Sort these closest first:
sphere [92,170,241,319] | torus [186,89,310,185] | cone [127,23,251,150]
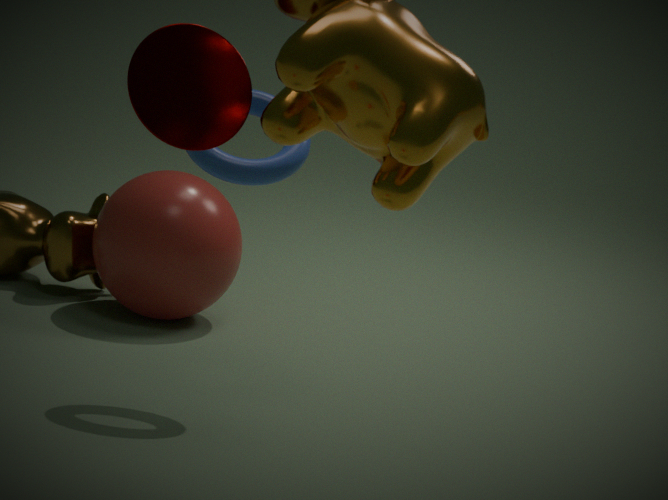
cone [127,23,251,150]
torus [186,89,310,185]
sphere [92,170,241,319]
